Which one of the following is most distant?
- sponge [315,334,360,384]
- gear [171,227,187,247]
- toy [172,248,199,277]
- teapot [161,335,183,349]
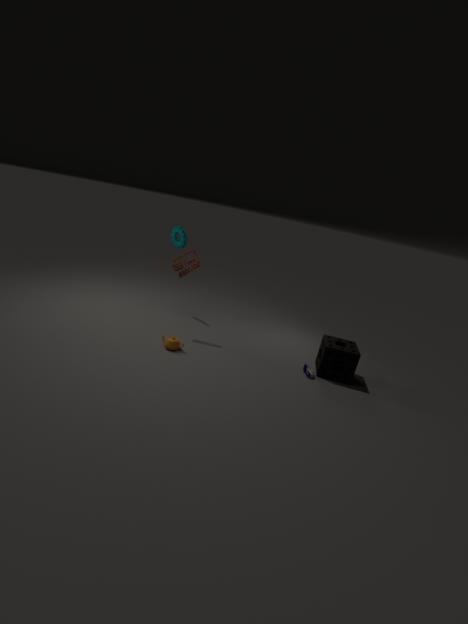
gear [171,227,187,247]
